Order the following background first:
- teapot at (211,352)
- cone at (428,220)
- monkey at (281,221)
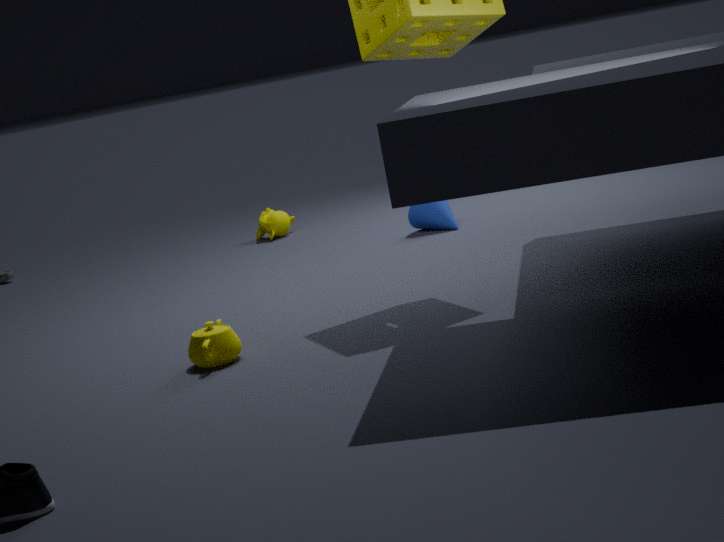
monkey at (281,221) → cone at (428,220) → teapot at (211,352)
